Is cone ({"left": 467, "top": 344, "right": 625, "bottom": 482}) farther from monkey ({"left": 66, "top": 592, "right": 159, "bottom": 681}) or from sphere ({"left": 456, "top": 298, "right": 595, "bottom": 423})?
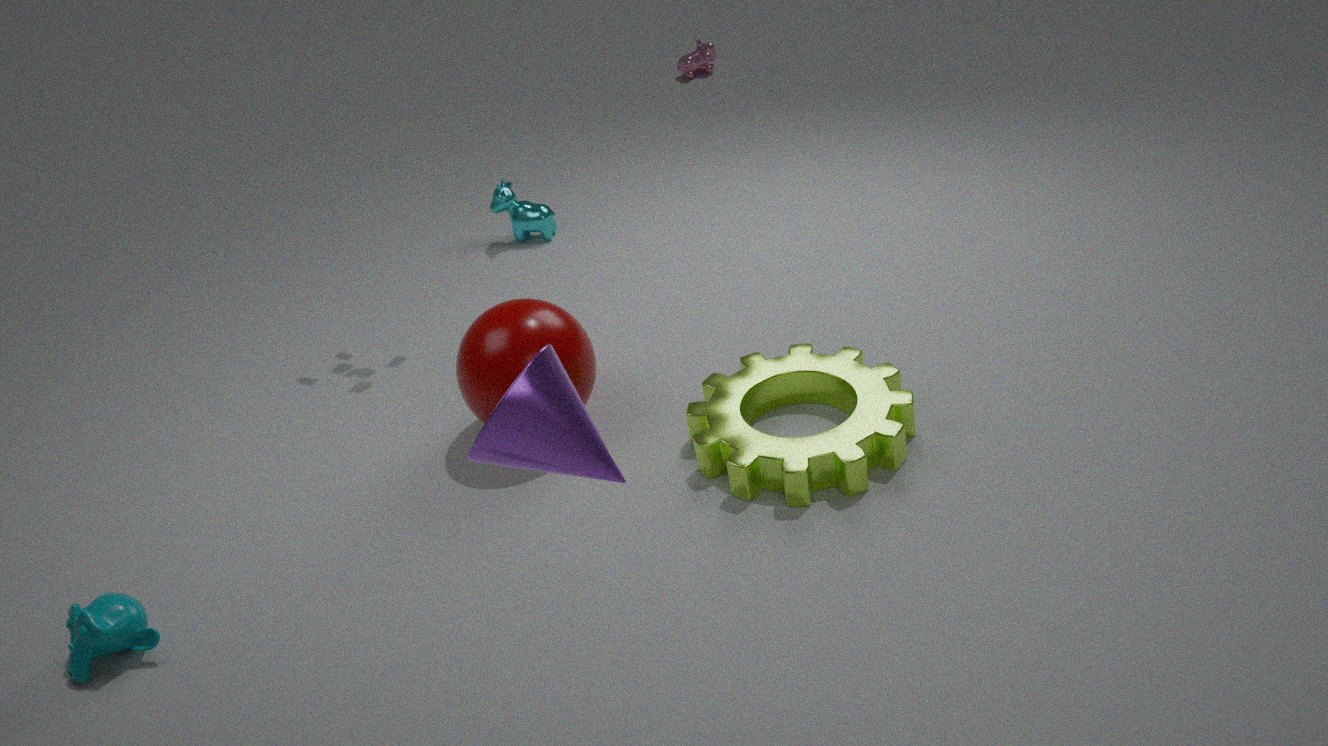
monkey ({"left": 66, "top": 592, "right": 159, "bottom": 681})
